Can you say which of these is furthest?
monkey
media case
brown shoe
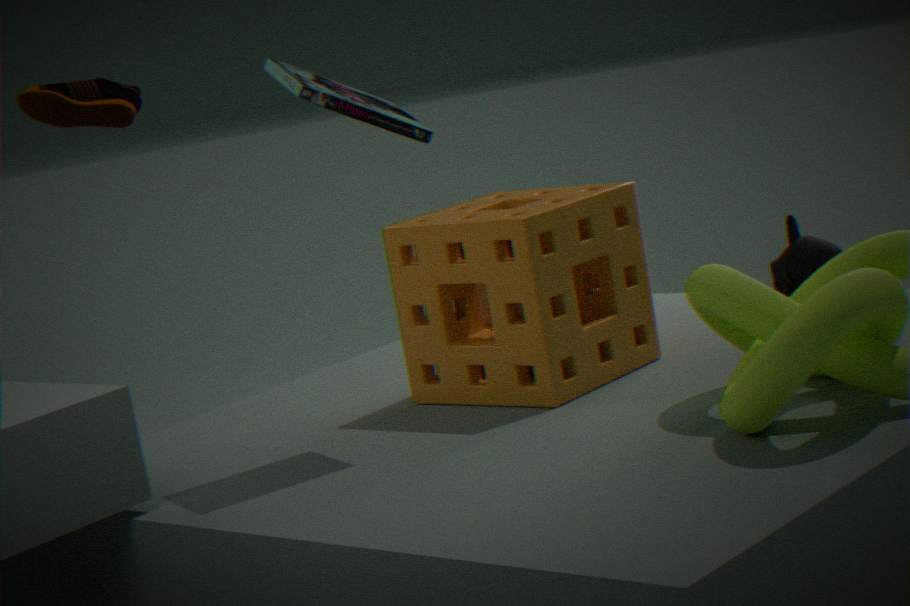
brown shoe
